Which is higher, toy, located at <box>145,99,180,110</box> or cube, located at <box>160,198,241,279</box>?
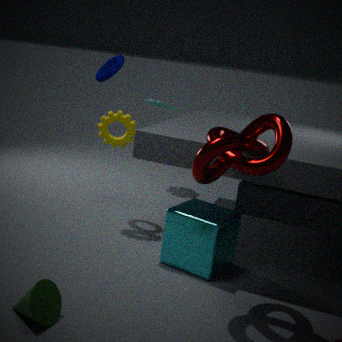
toy, located at <box>145,99,180,110</box>
